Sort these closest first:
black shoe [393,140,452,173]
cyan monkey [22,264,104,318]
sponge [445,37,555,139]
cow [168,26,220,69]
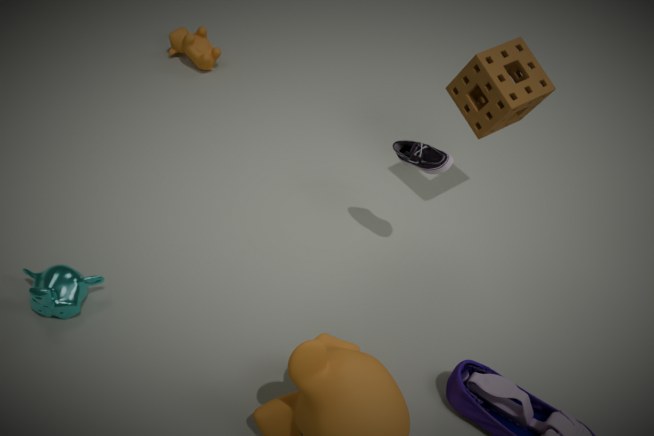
black shoe [393,140,452,173]
sponge [445,37,555,139]
cyan monkey [22,264,104,318]
cow [168,26,220,69]
